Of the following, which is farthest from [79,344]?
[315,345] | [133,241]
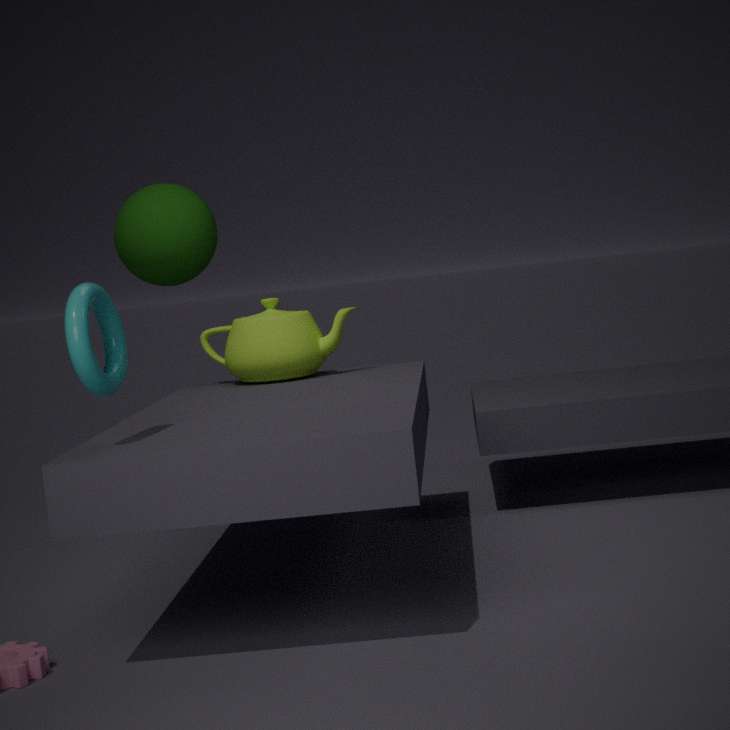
[133,241]
